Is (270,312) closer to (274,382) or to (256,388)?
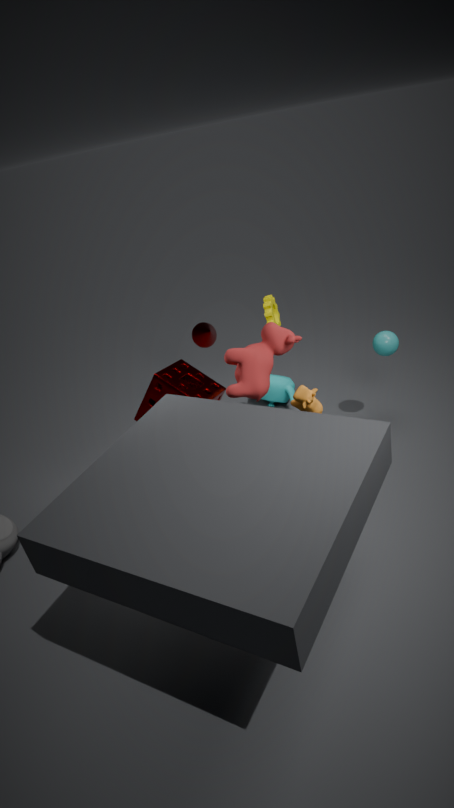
(256,388)
